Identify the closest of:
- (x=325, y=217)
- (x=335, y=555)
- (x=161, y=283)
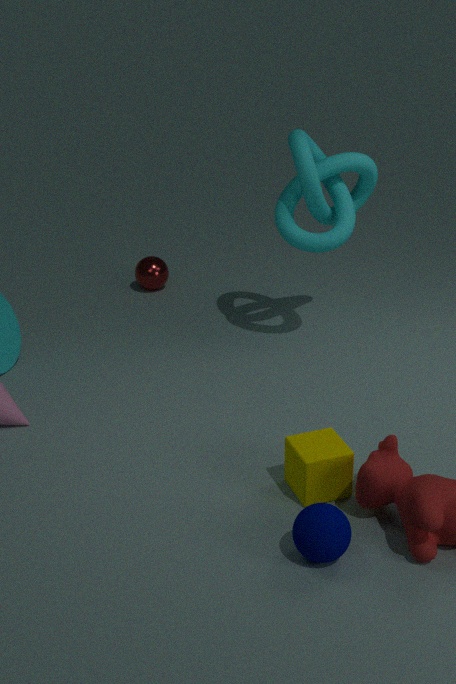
(x=335, y=555)
